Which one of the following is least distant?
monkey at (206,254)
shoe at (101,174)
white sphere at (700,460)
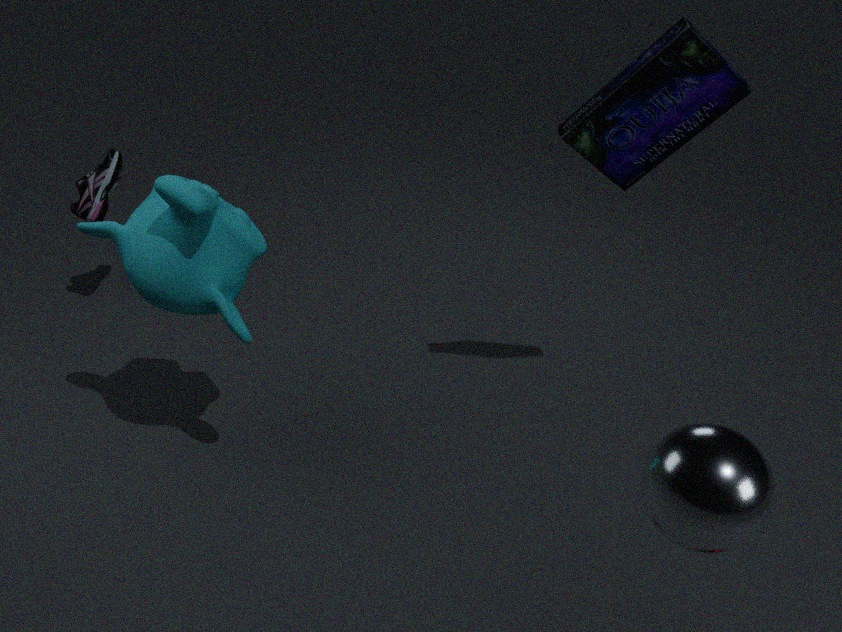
white sphere at (700,460)
